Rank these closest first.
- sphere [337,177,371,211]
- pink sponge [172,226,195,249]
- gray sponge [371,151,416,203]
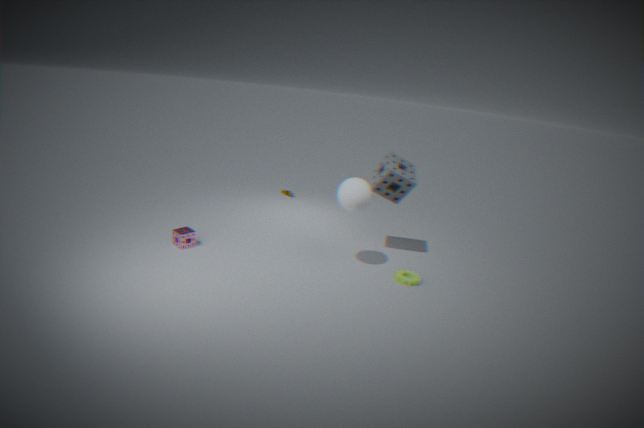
sphere [337,177,371,211] < pink sponge [172,226,195,249] < gray sponge [371,151,416,203]
